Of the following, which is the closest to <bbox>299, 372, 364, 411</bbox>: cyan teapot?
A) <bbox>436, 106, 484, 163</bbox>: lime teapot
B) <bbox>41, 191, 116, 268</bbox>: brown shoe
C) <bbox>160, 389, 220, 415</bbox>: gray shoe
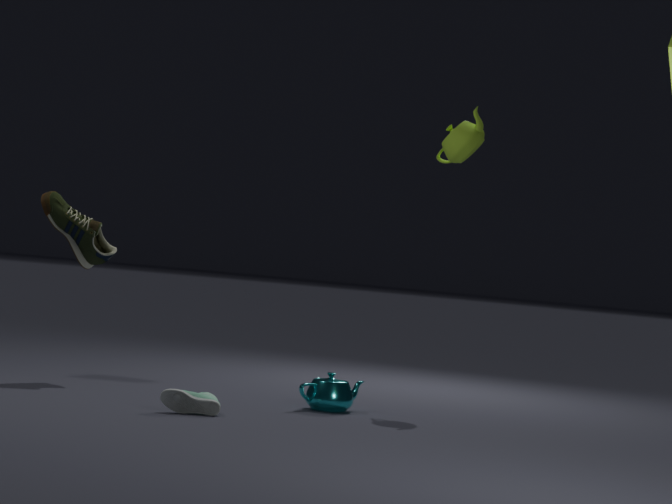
<bbox>160, 389, 220, 415</bbox>: gray shoe
